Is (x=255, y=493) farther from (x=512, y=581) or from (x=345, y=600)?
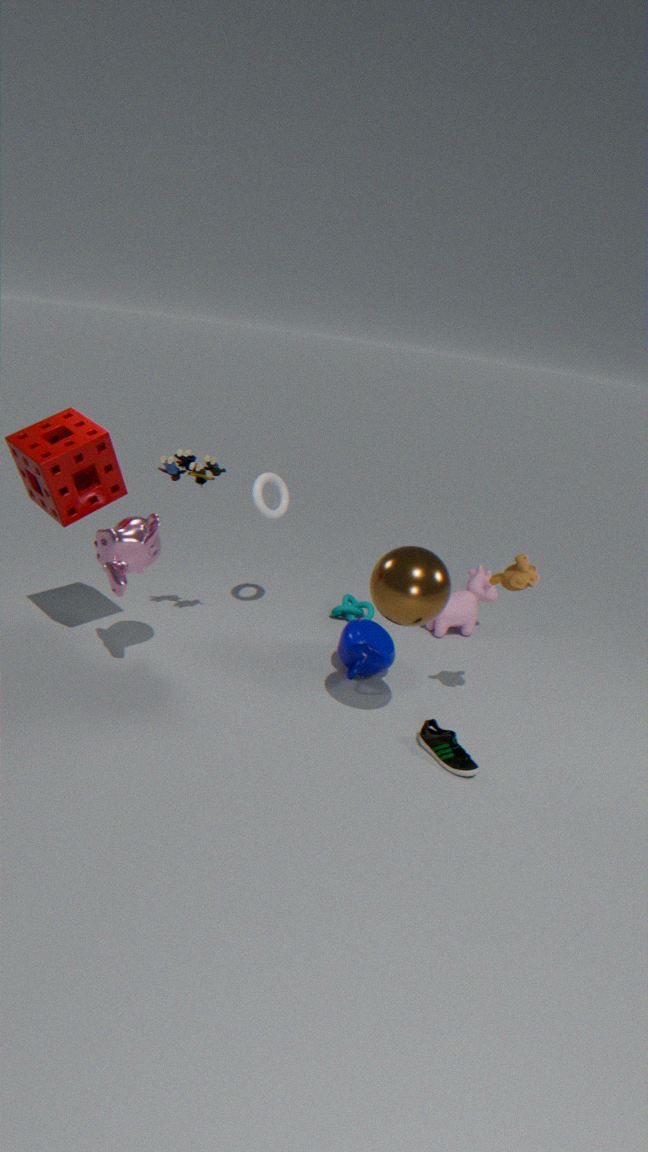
(x=512, y=581)
